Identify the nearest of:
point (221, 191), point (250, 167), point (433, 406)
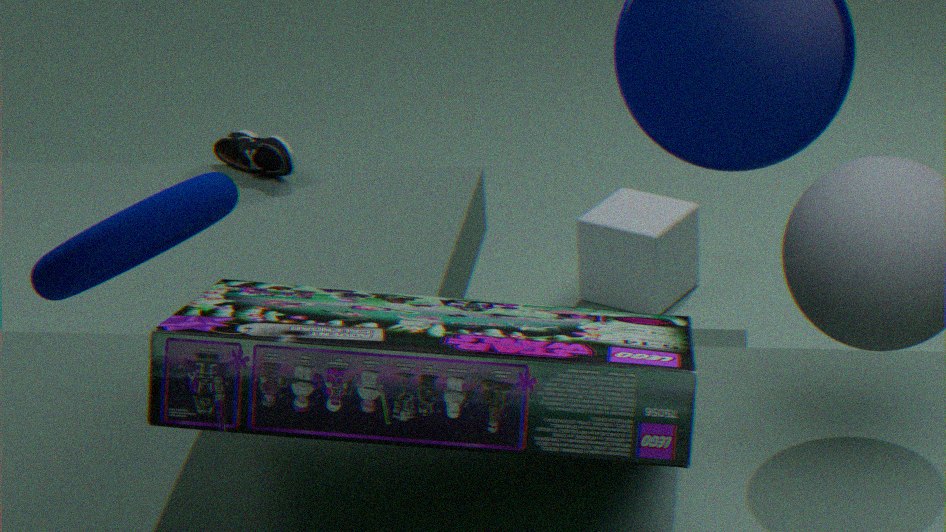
point (433, 406)
